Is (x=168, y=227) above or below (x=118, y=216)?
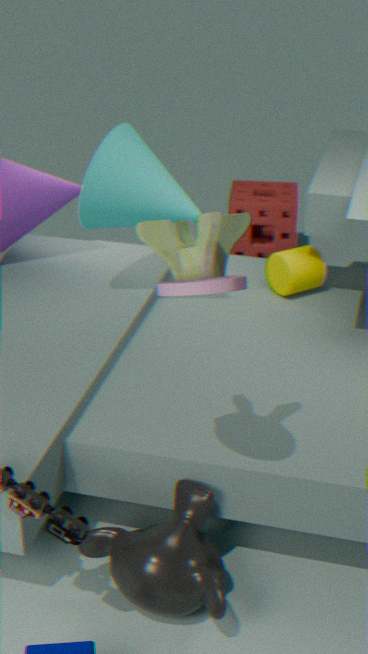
above
